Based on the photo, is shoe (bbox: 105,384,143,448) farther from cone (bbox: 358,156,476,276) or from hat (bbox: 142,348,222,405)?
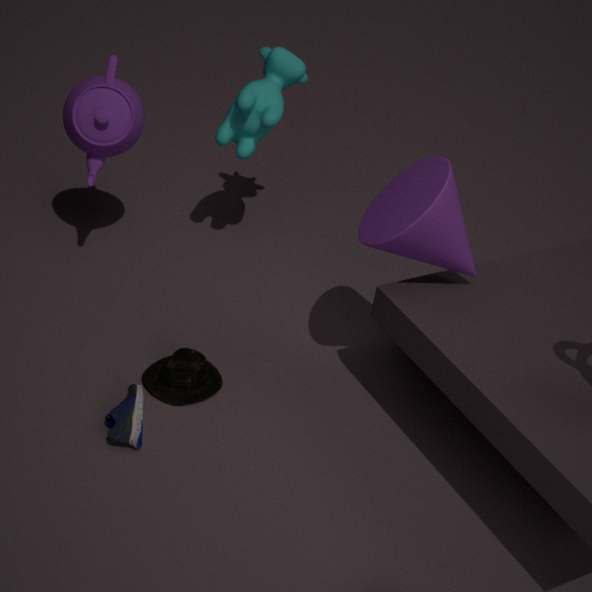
cone (bbox: 358,156,476,276)
